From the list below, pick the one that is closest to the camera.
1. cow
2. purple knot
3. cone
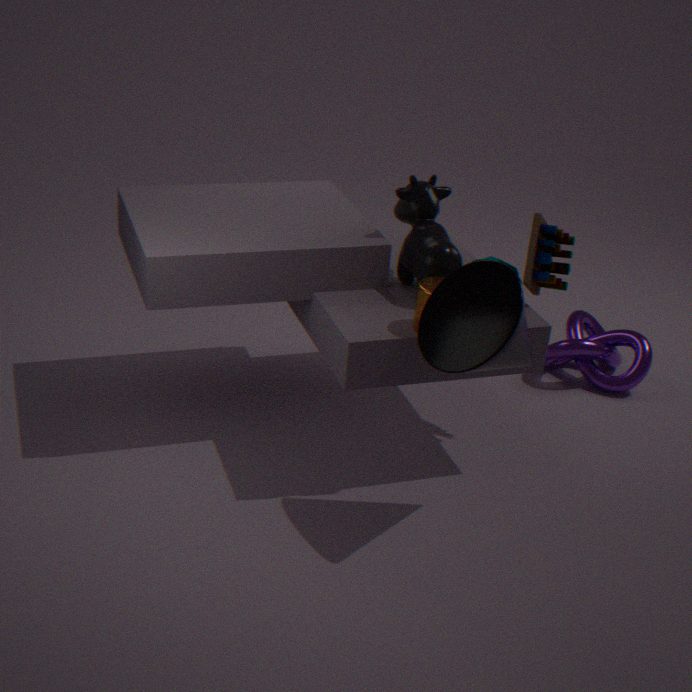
cone
